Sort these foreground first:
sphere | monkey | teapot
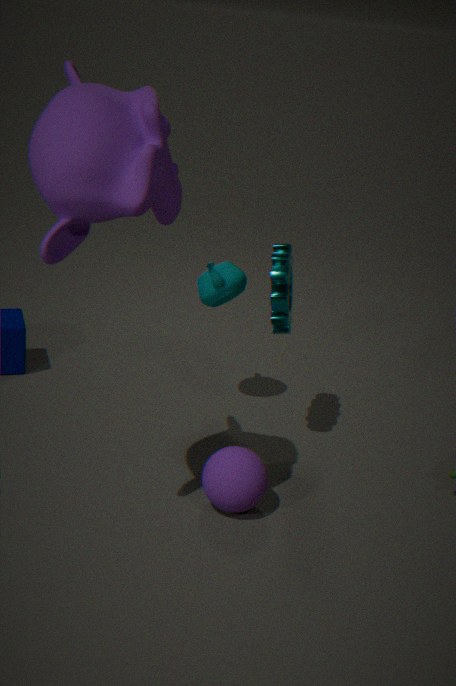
monkey
sphere
teapot
